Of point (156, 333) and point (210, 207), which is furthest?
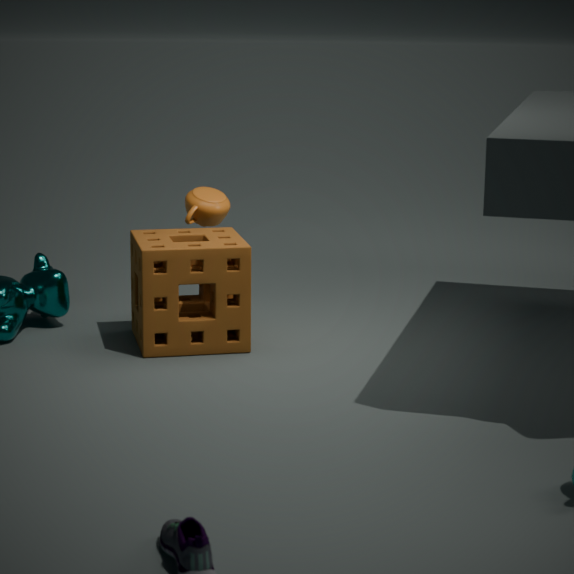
point (210, 207)
